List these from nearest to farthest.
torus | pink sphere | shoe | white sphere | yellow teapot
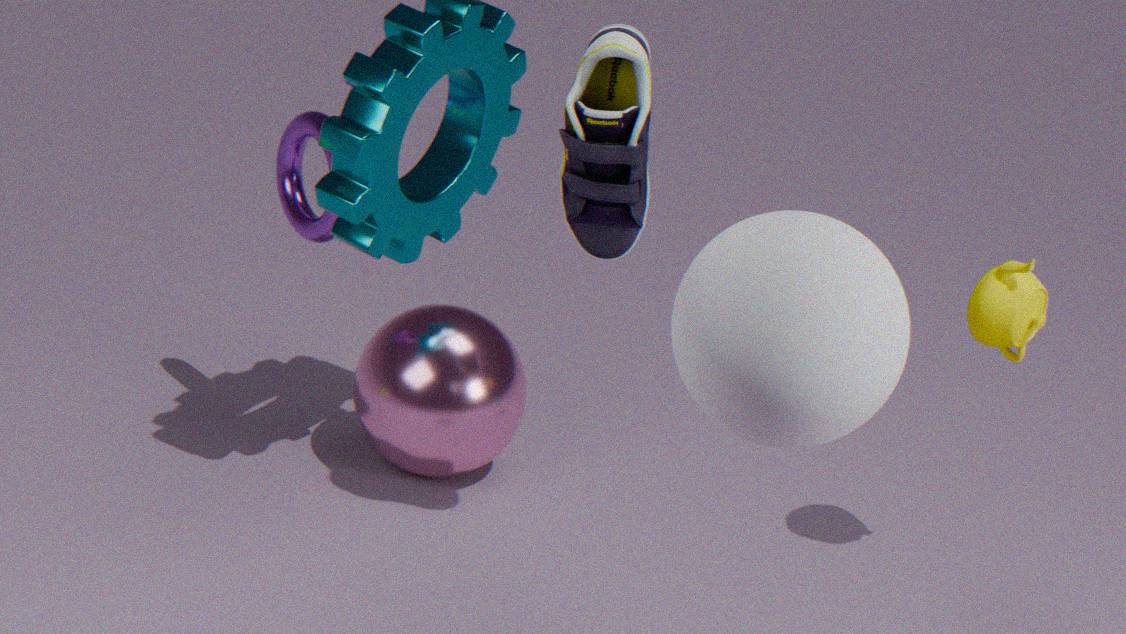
white sphere, shoe, yellow teapot, pink sphere, torus
